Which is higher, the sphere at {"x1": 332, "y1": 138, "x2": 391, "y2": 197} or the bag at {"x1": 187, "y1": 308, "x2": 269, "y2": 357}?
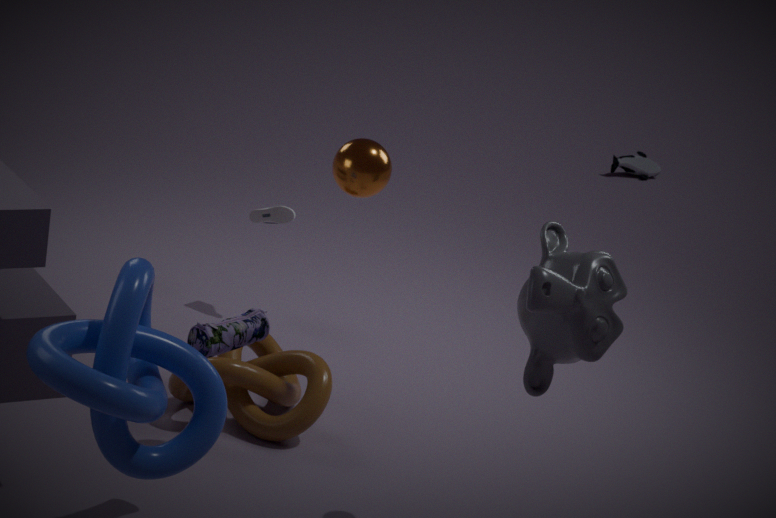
the sphere at {"x1": 332, "y1": 138, "x2": 391, "y2": 197}
